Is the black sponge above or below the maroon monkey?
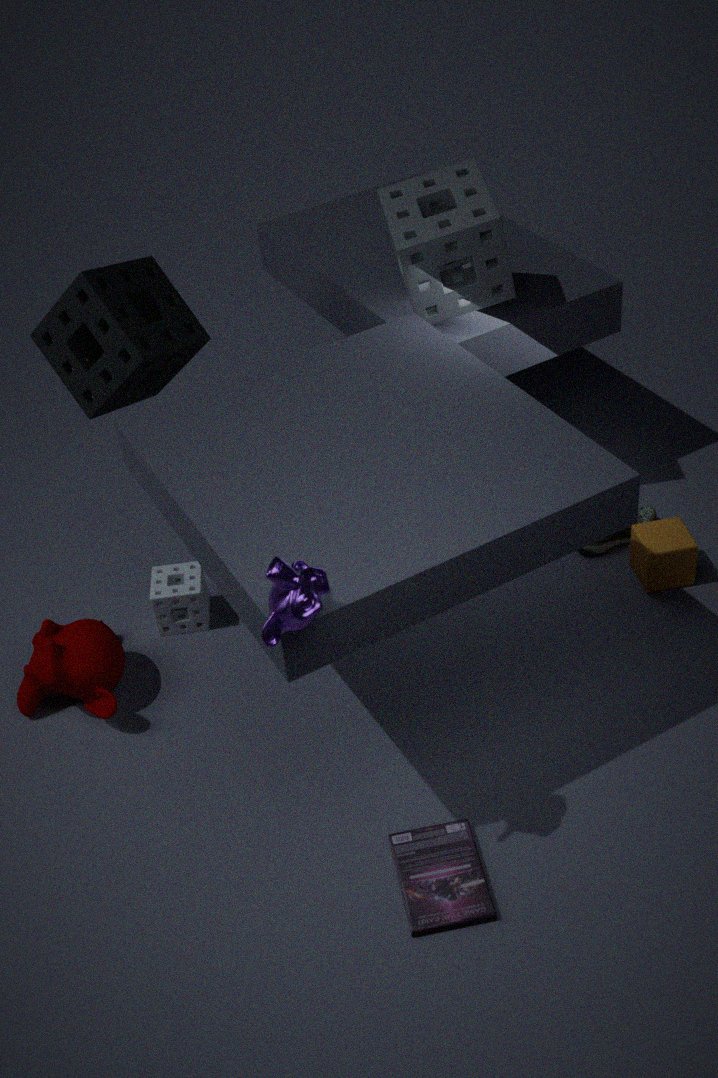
above
